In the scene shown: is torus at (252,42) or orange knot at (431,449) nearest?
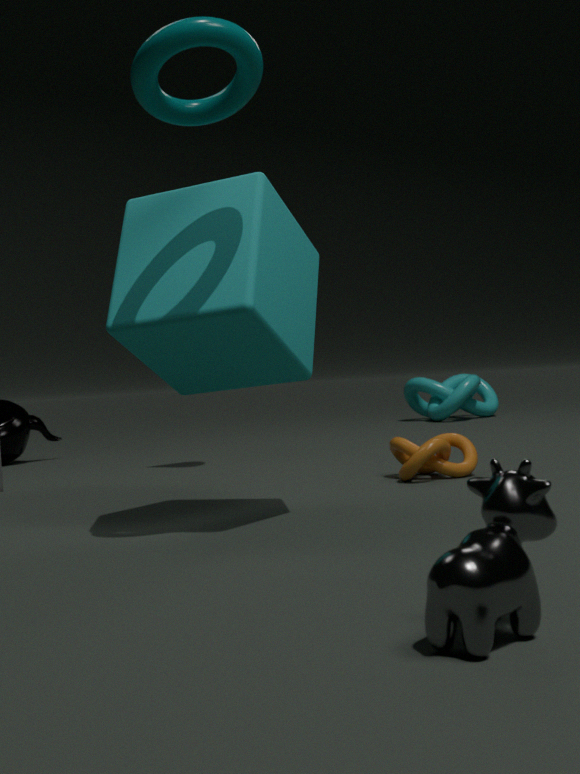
torus at (252,42)
